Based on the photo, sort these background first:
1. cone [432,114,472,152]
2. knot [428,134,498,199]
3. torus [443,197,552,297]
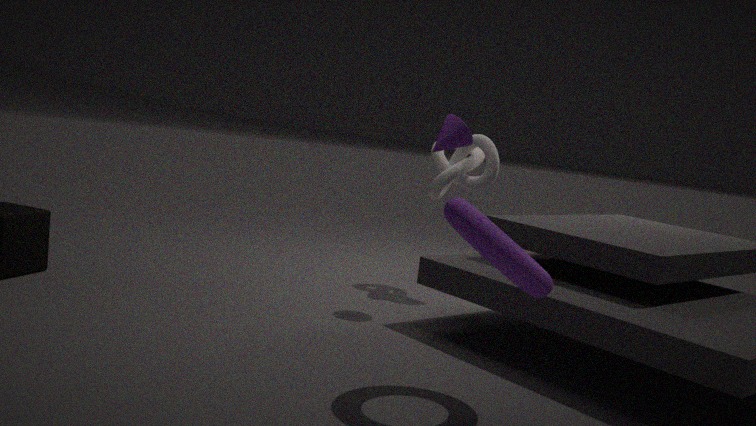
knot [428,134,498,199], cone [432,114,472,152], torus [443,197,552,297]
